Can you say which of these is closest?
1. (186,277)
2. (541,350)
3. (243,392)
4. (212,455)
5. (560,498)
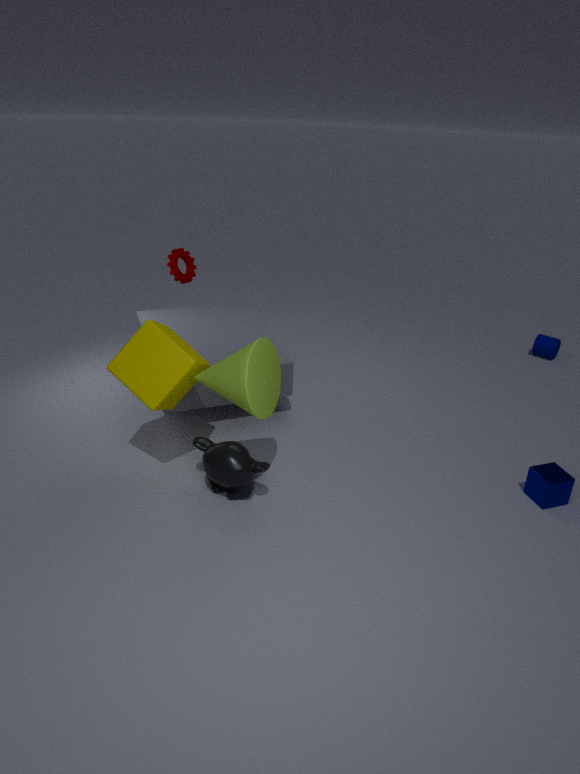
(243,392)
